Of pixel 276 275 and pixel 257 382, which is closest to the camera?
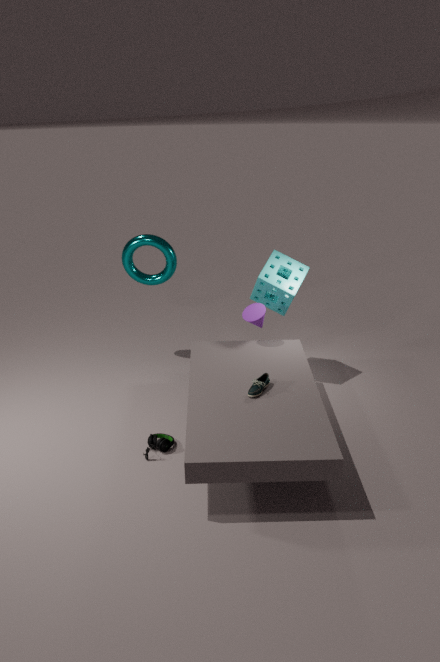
pixel 257 382
